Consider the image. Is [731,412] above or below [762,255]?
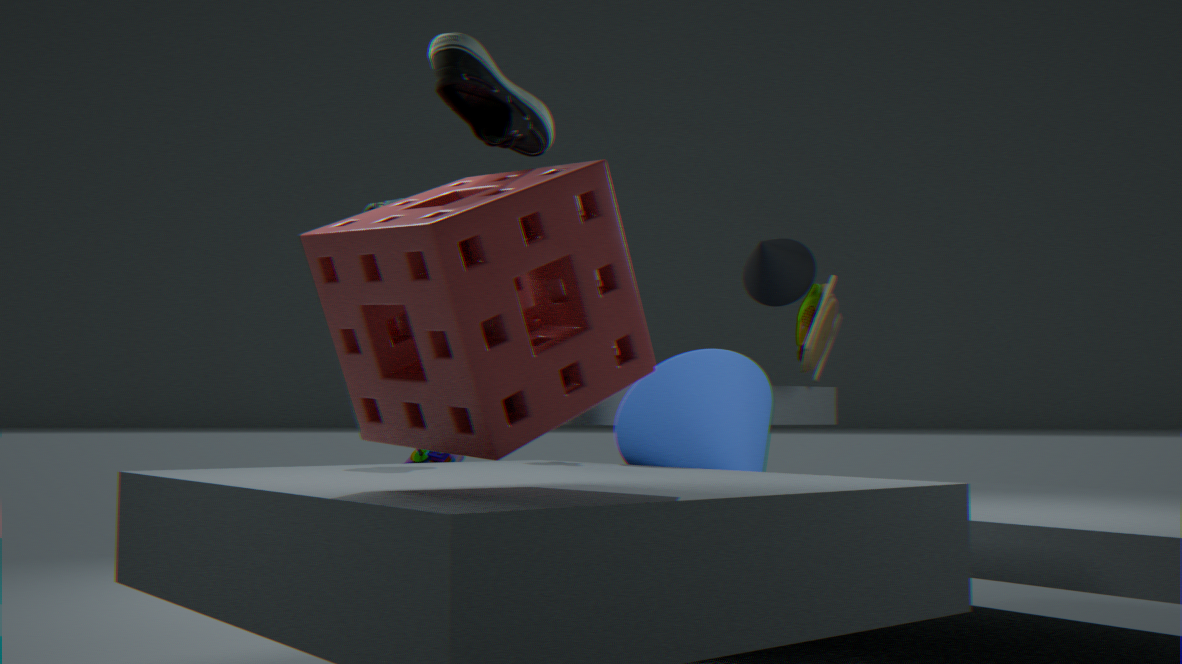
below
